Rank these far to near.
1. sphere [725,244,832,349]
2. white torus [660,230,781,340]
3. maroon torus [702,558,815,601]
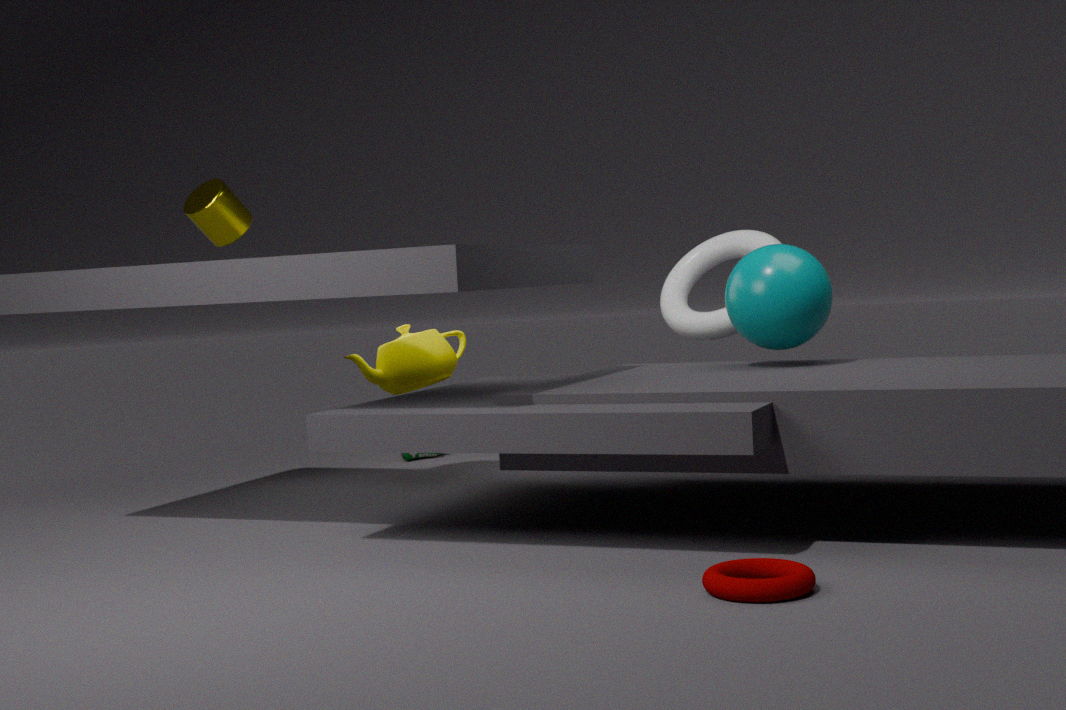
white torus [660,230,781,340] < sphere [725,244,832,349] < maroon torus [702,558,815,601]
